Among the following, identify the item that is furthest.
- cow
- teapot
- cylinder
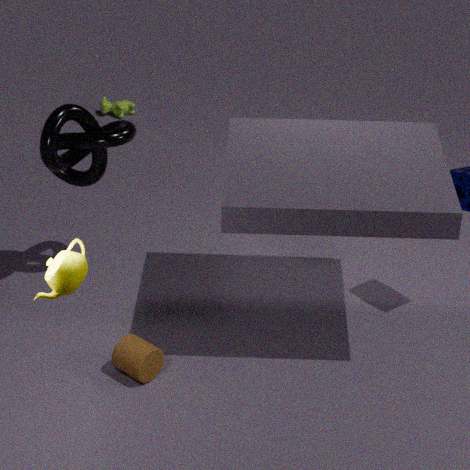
cow
